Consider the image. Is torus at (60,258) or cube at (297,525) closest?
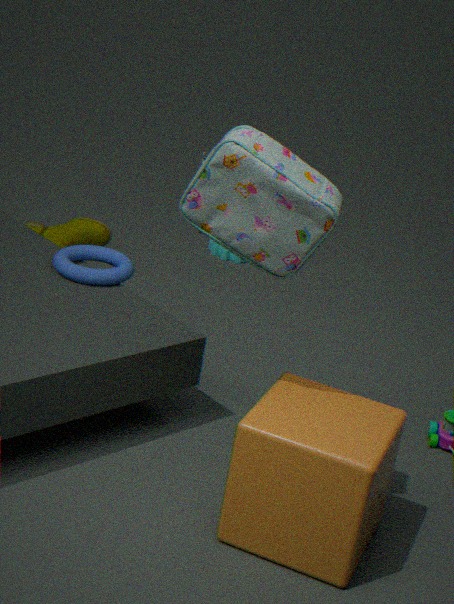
cube at (297,525)
